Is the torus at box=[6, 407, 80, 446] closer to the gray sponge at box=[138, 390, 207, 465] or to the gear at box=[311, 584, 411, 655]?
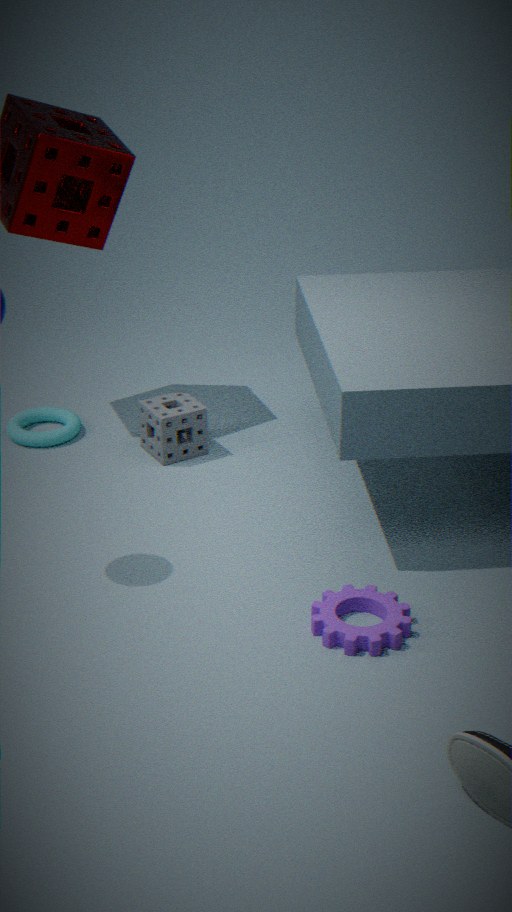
the gray sponge at box=[138, 390, 207, 465]
